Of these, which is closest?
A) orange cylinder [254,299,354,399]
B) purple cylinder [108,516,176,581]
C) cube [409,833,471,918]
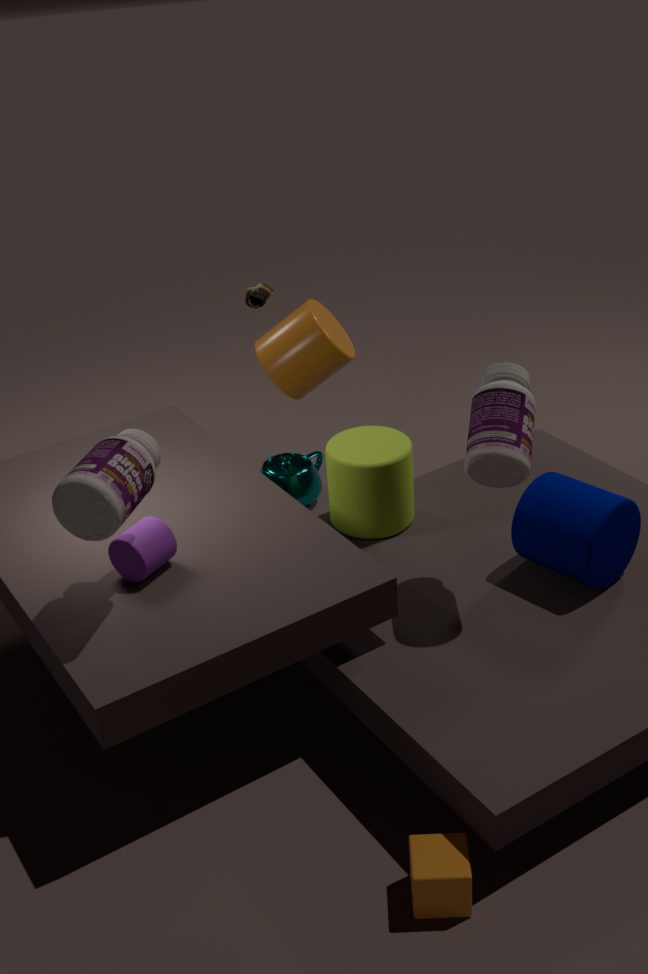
cube [409,833,471,918]
